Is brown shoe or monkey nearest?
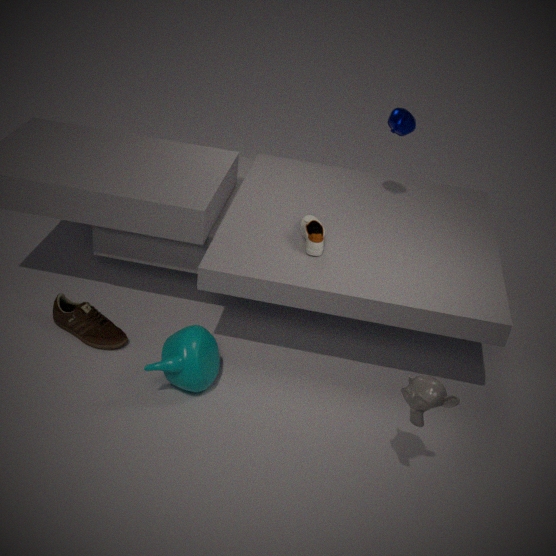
monkey
